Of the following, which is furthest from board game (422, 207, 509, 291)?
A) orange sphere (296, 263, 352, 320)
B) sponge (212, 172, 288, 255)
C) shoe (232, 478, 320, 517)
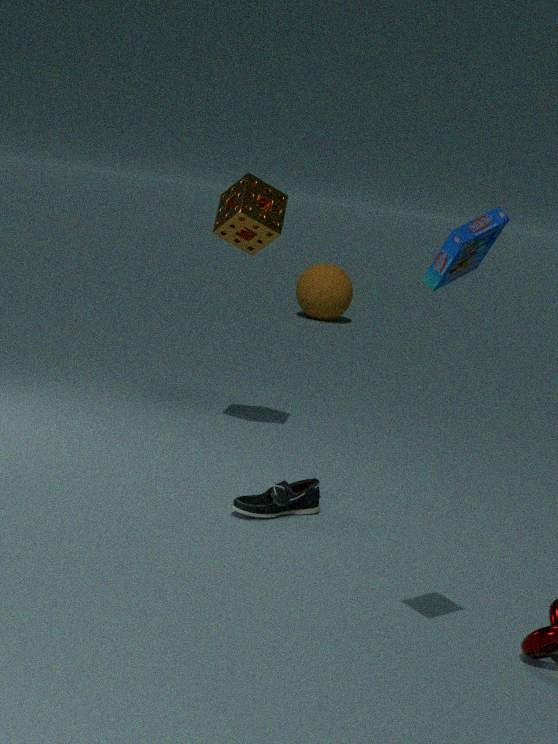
orange sphere (296, 263, 352, 320)
